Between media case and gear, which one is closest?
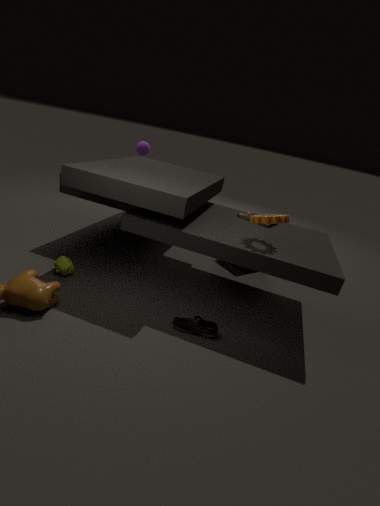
gear
